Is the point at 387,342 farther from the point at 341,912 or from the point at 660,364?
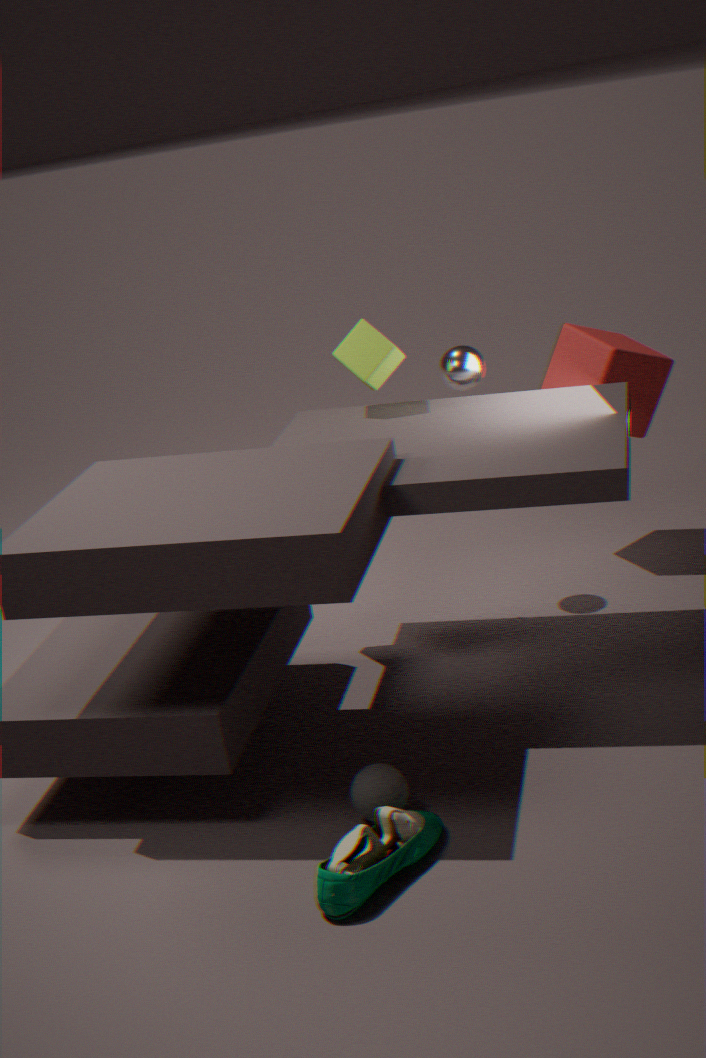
the point at 341,912
